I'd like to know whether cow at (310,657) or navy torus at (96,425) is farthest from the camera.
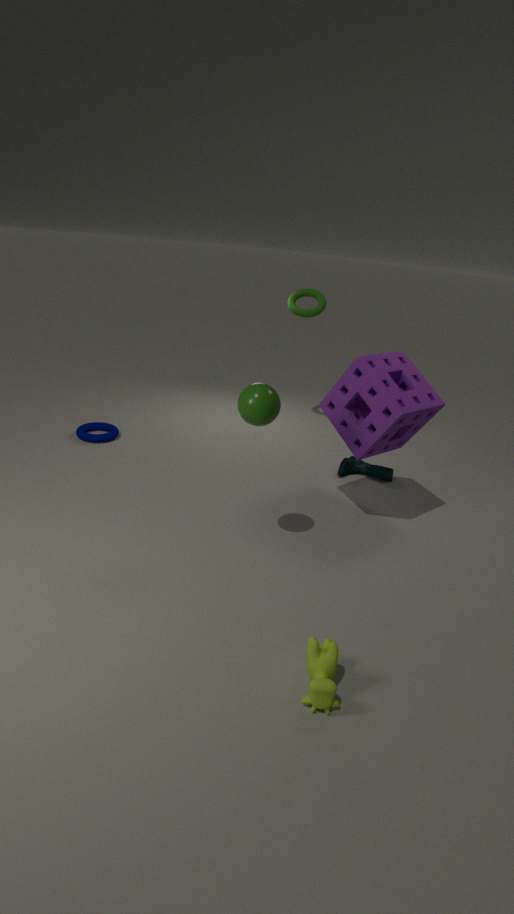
navy torus at (96,425)
